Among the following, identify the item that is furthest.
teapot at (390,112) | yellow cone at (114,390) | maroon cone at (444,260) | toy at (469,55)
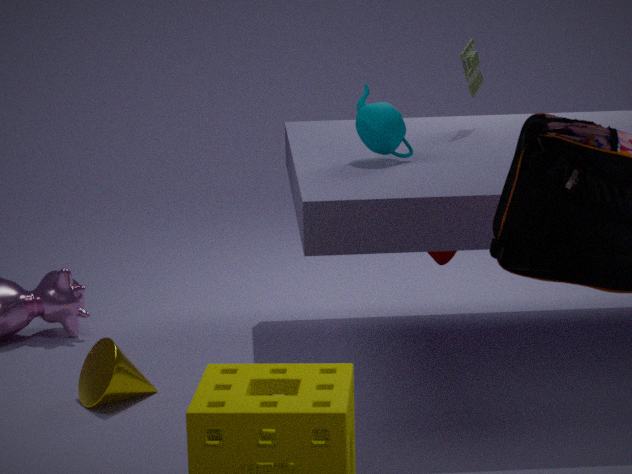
toy at (469,55)
